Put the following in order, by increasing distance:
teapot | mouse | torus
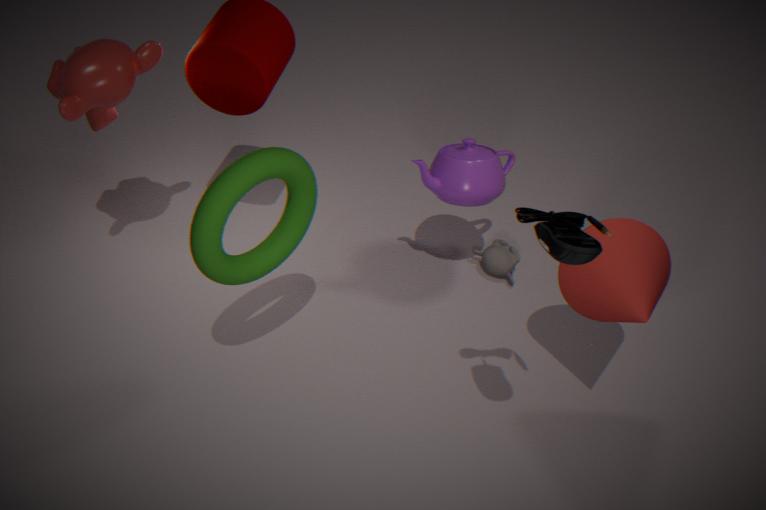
mouse → torus → teapot
